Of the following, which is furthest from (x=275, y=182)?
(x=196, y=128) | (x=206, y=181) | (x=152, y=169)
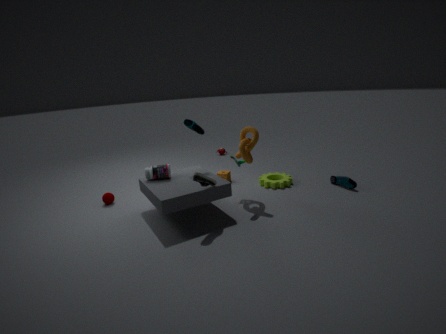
(x=152, y=169)
